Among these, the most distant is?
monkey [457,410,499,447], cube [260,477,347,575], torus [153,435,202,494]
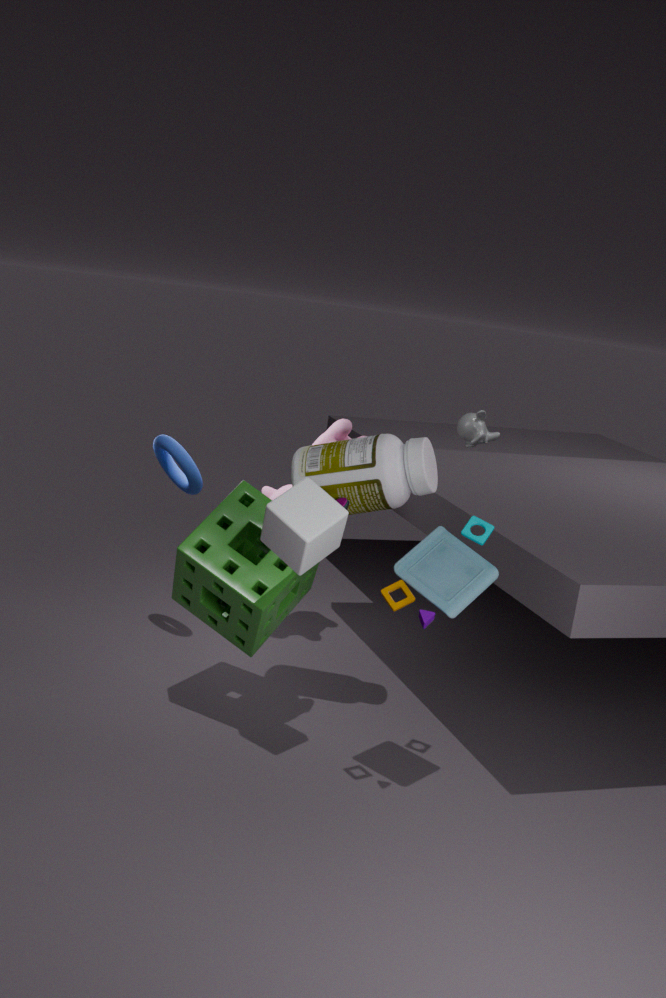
monkey [457,410,499,447]
